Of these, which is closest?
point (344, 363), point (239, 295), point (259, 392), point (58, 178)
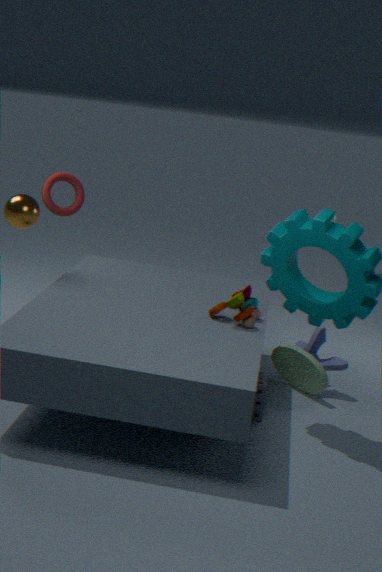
point (259, 392)
